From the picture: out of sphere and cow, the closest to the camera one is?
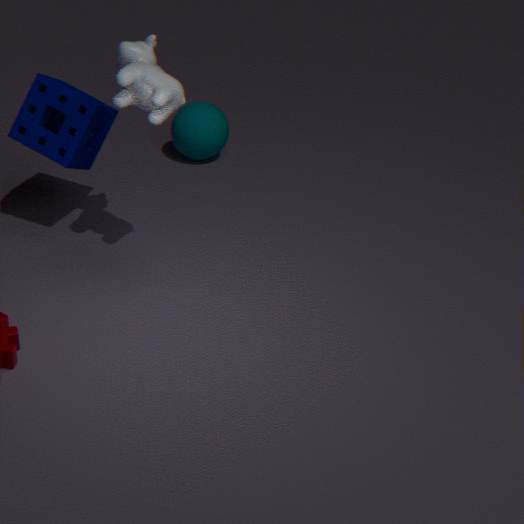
cow
